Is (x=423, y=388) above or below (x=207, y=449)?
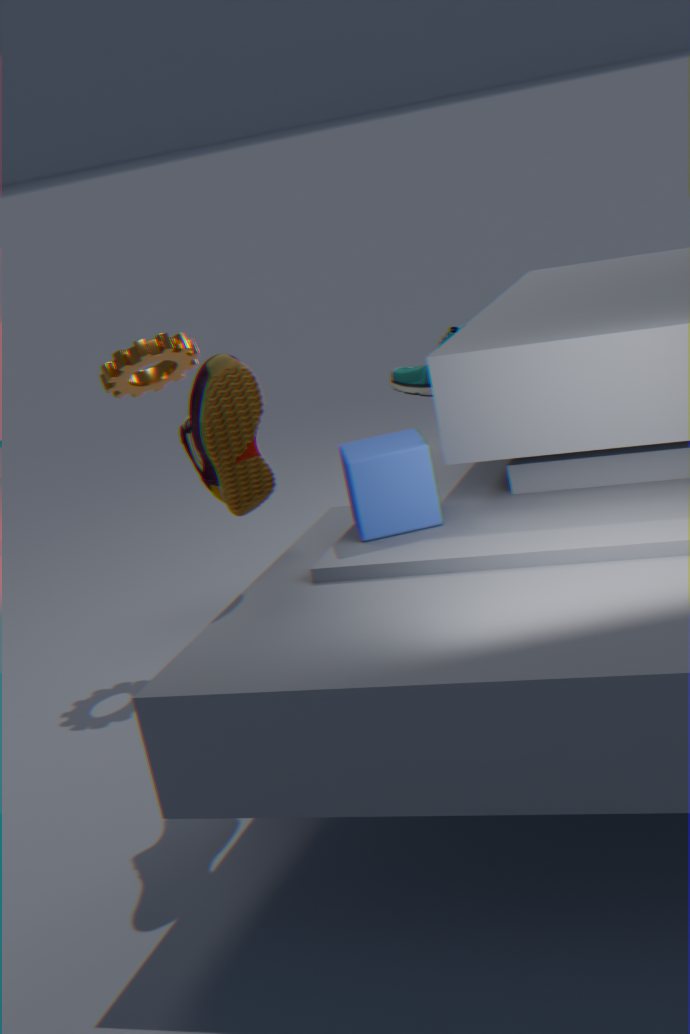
below
